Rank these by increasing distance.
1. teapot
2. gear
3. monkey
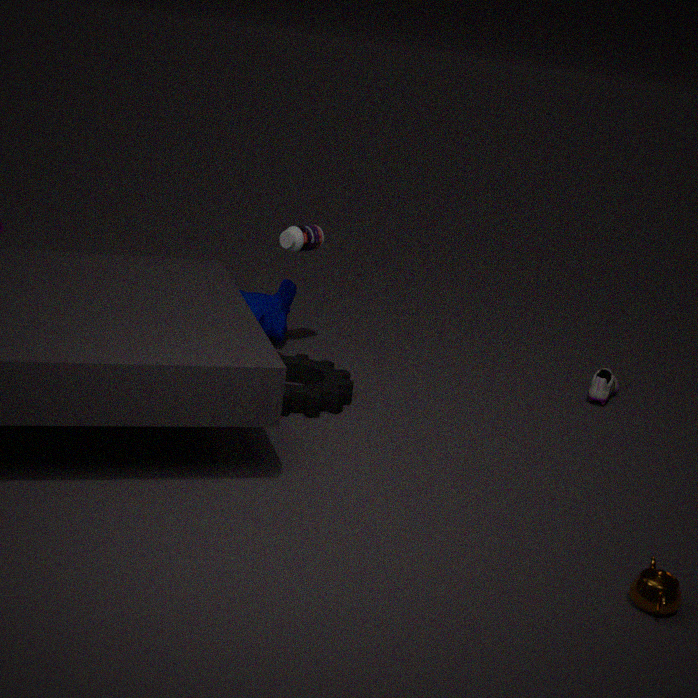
teapot → gear → monkey
